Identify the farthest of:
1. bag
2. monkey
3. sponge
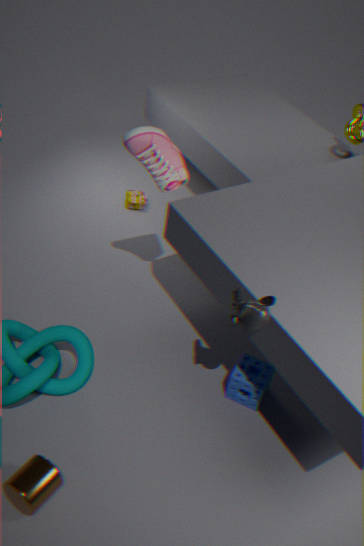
bag
